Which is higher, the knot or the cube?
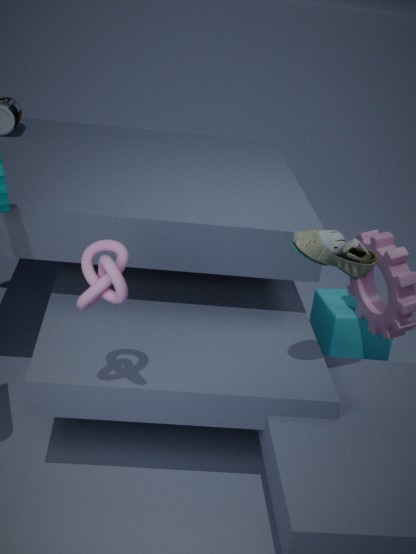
the knot
